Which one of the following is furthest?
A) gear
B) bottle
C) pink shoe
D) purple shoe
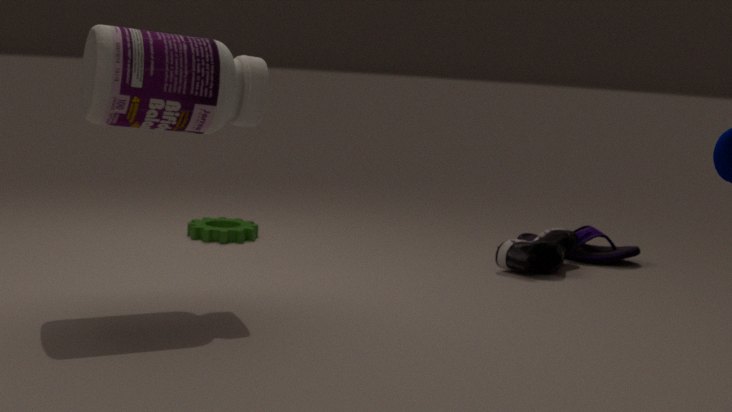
purple shoe
